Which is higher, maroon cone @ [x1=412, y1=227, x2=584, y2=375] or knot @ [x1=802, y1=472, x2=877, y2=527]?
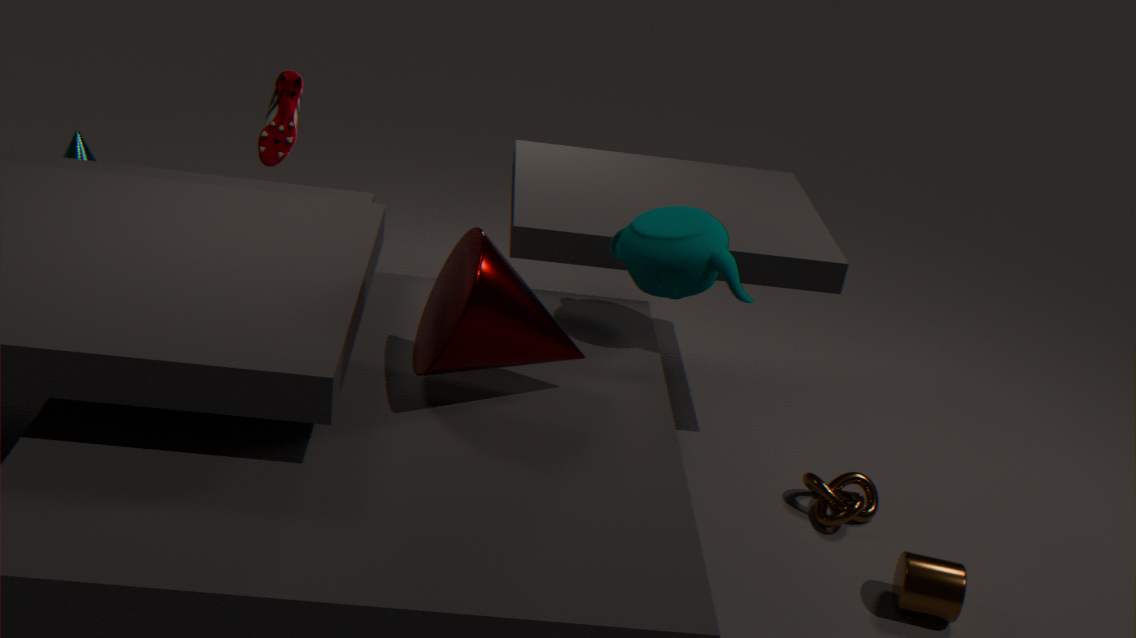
maroon cone @ [x1=412, y1=227, x2=584, y2=375]
